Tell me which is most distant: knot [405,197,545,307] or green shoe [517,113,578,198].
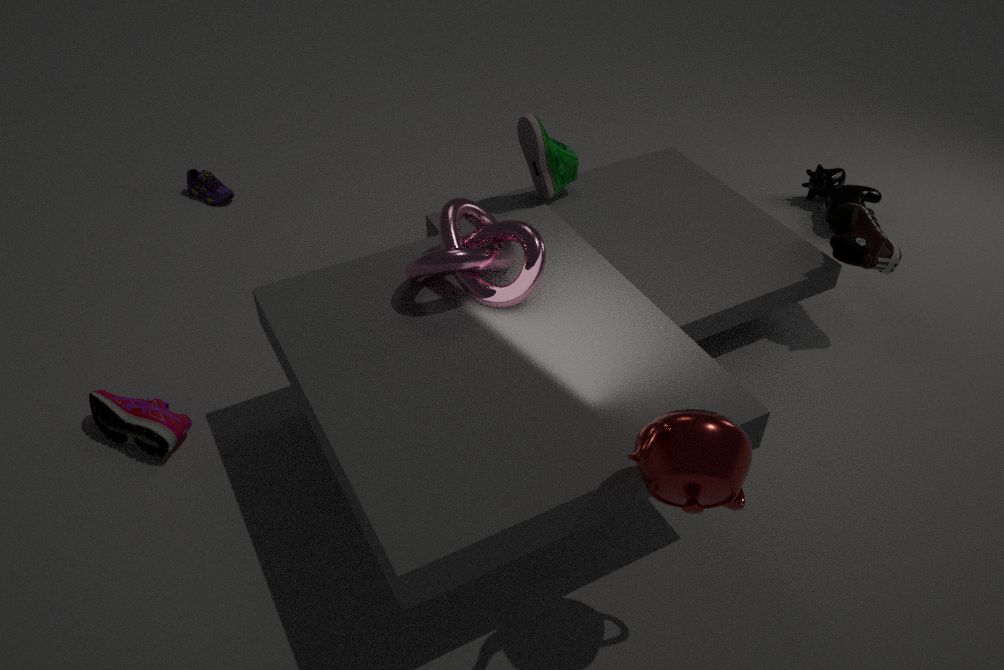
green shoe [517,113,578,198]
